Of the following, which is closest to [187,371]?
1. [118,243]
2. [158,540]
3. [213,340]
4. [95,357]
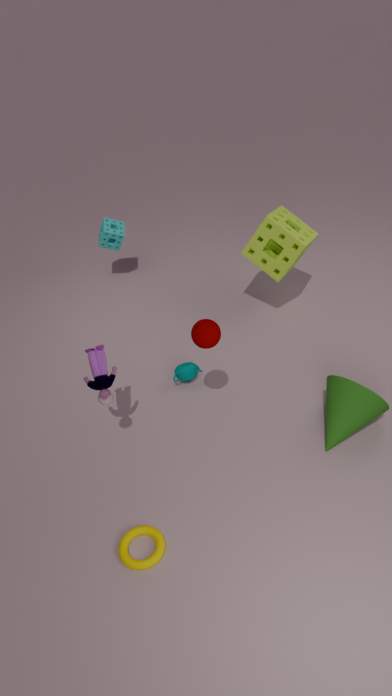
[213,340]
